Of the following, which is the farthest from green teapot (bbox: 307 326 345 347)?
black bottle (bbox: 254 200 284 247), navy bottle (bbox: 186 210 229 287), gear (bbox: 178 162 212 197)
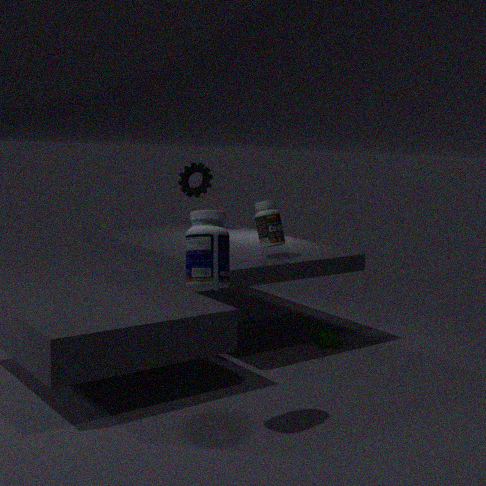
navy bottle (bbox: 186 210 229 287)
